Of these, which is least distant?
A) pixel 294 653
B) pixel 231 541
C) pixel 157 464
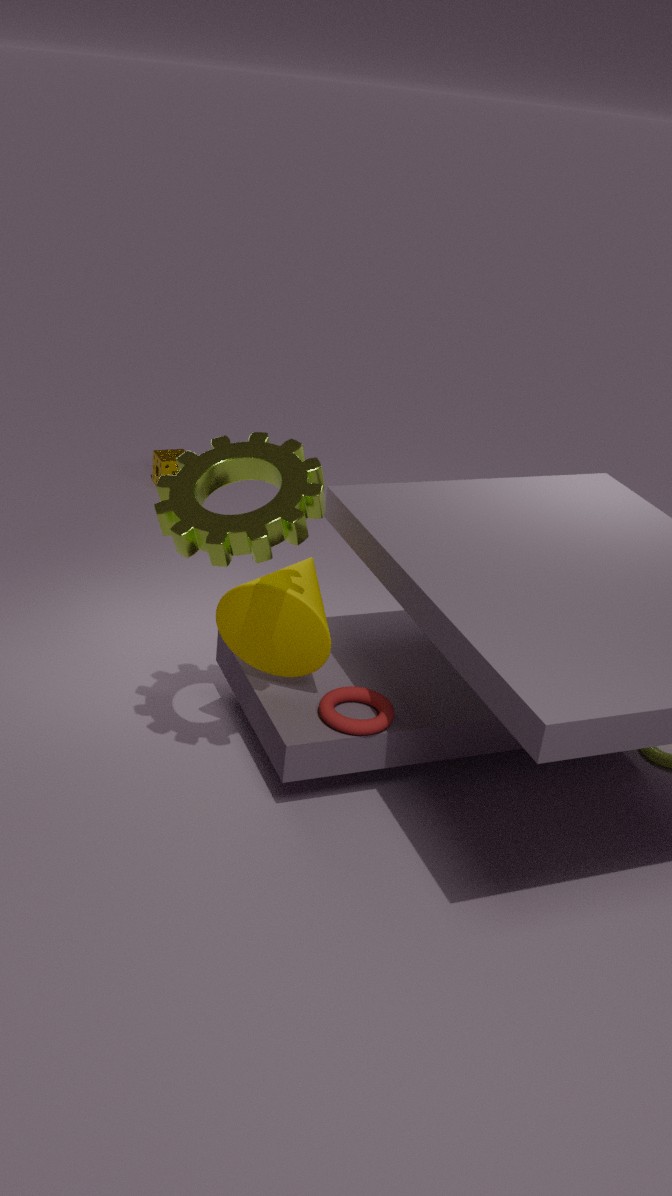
pixel 231 541
